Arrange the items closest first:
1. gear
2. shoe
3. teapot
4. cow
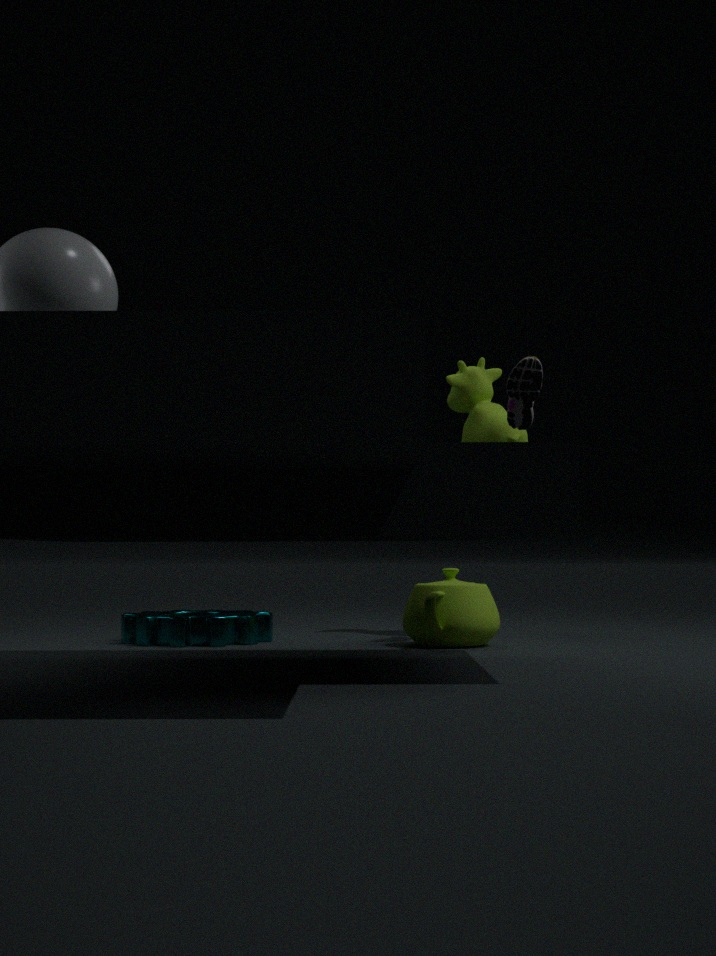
teapot, gear, shoe, cow
